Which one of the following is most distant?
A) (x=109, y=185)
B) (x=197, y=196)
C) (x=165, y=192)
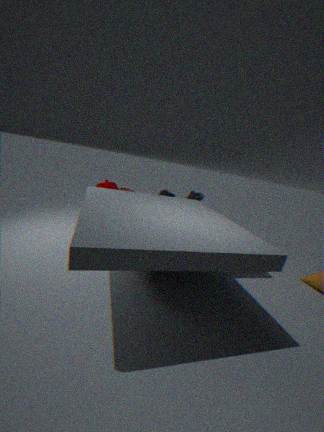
(x=197, y=196)
